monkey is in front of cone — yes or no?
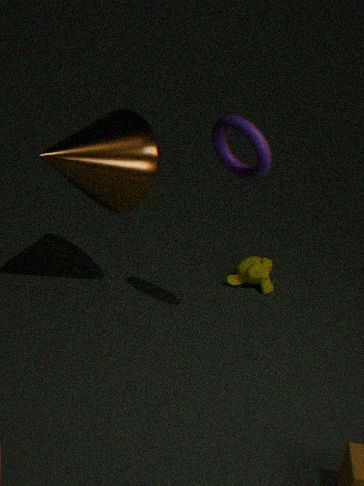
No
